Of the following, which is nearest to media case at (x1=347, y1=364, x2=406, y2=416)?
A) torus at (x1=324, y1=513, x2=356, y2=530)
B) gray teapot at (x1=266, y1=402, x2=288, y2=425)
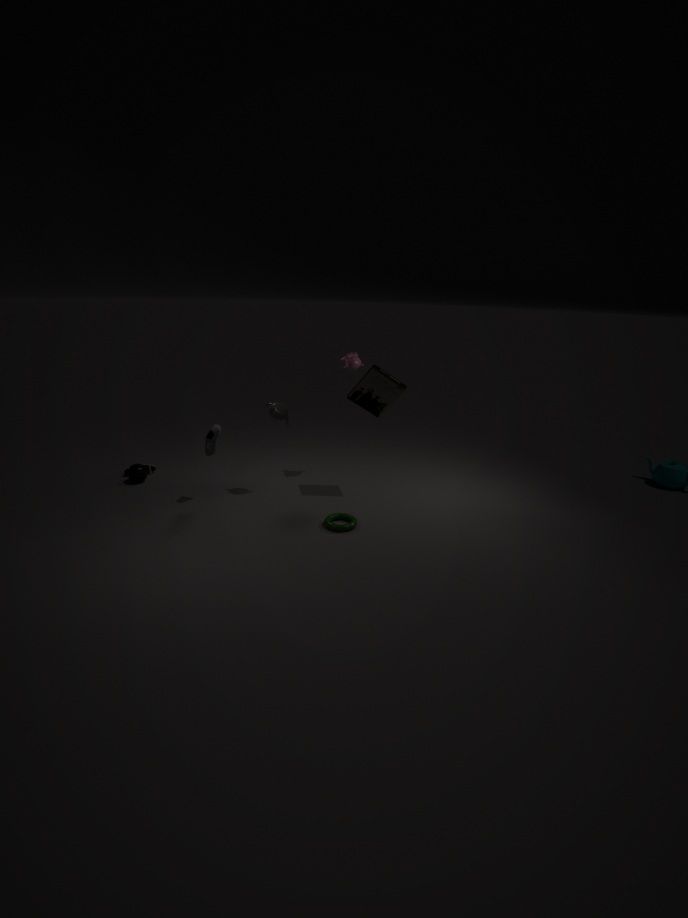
gray teapot at (x1=266, y1=402, x2=288, y2=425)
